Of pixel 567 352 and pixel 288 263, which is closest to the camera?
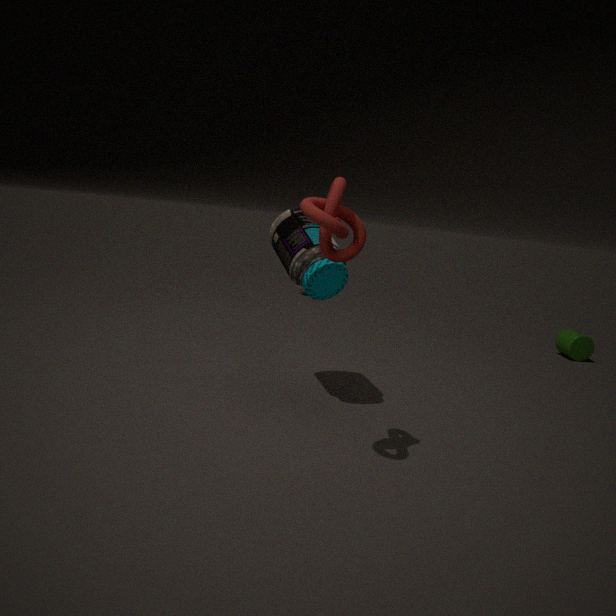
pixel 288 263
